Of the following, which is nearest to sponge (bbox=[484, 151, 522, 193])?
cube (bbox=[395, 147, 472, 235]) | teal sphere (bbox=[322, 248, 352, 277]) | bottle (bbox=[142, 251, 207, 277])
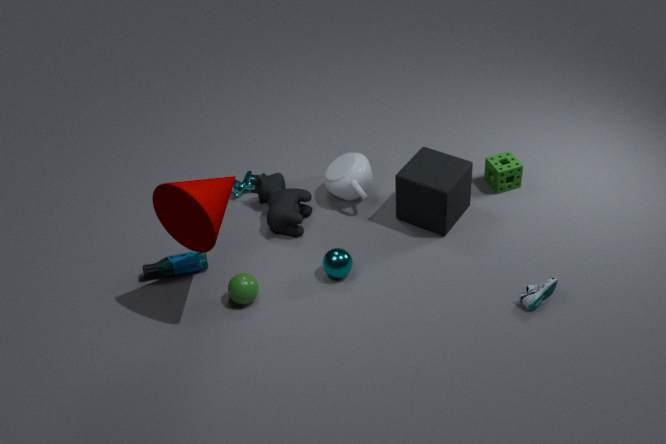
cube (bbox=[395, 147, 472, 235])
